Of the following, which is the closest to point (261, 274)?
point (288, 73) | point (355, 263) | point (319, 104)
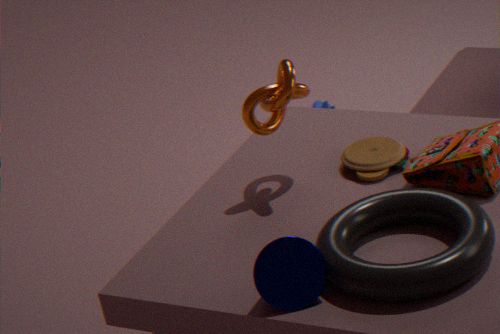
point (355, 263)
